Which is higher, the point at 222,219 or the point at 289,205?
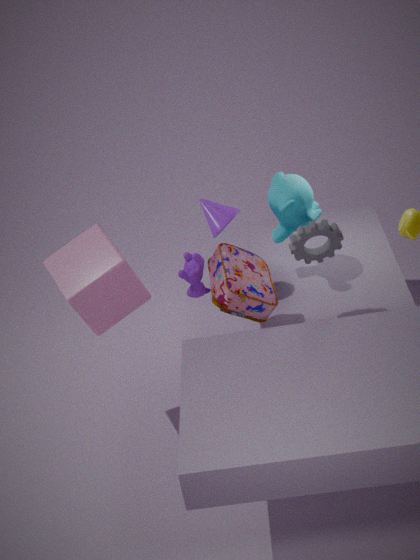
the point at 222,219
